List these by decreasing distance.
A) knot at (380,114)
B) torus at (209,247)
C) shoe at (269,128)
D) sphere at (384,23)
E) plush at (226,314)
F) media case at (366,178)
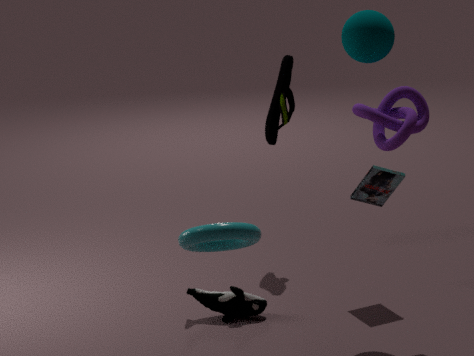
1. shoe at (269,128)
2. media case at (366,178)
3. plush at (226,314)
4. knot at (380,114)
5. sphere at (384,23)
6. torus at (209,247)
